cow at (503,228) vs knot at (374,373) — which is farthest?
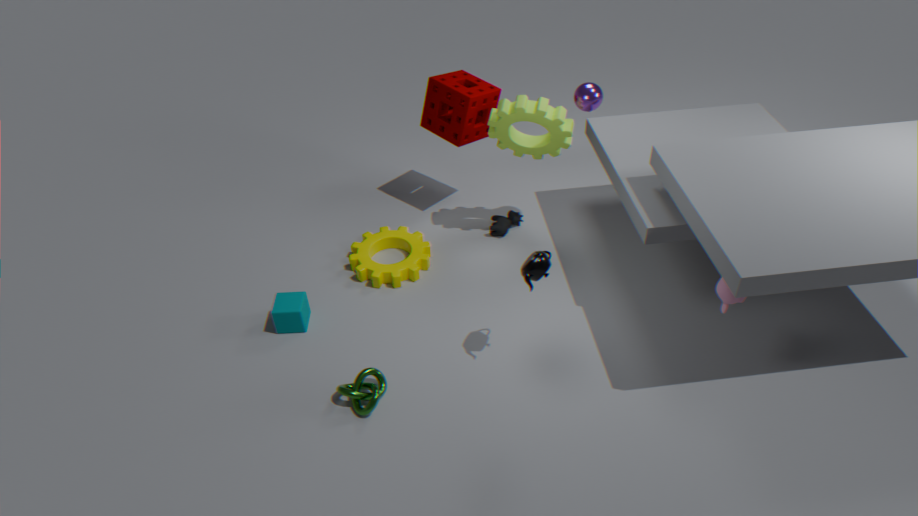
cow at (503,228)
